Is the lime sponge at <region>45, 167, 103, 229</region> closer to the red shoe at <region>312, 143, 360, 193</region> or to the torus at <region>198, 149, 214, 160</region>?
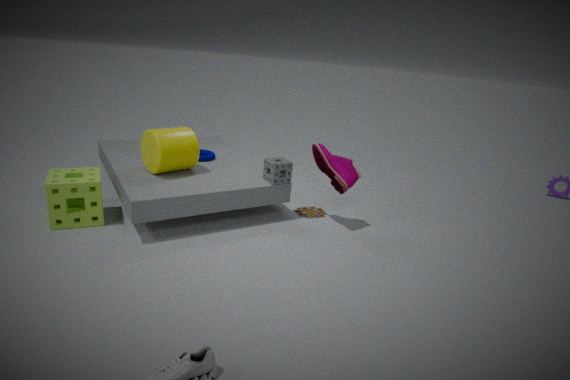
the torus at <region>198, 149, 214, 160</region>
